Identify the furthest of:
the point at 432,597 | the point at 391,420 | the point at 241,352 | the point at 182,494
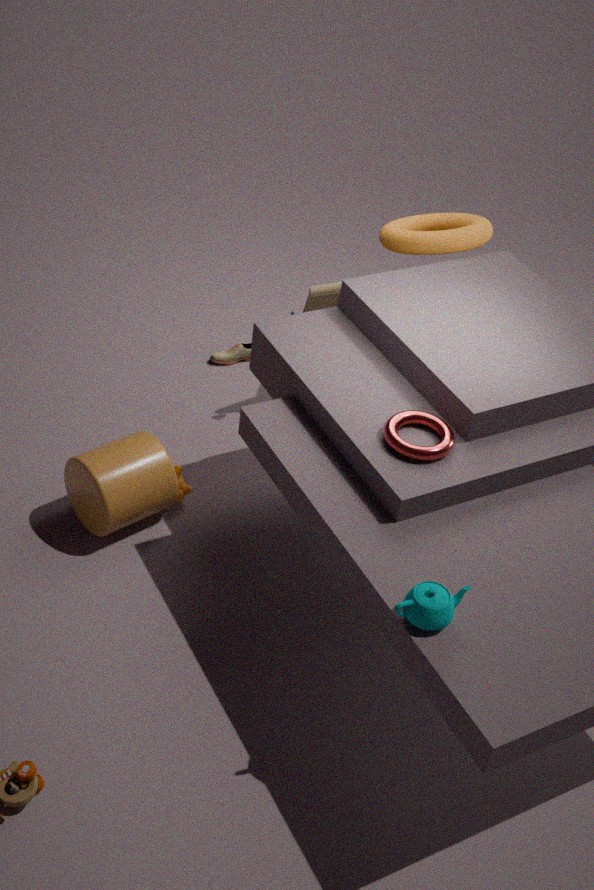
the point at 241,352
